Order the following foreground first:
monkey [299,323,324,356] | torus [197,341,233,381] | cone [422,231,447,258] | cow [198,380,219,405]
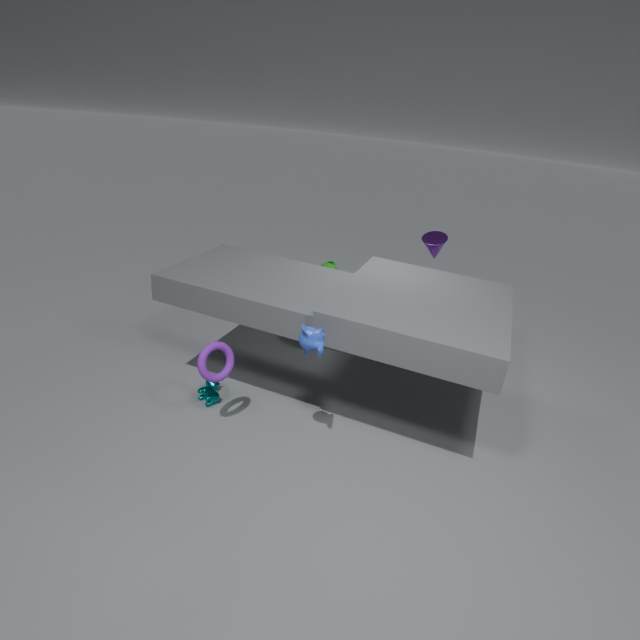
monkey [299,323,324,356] → torus [197,341,233,381] → cow [198,380,219,405] → cone [422,231,447,258]
